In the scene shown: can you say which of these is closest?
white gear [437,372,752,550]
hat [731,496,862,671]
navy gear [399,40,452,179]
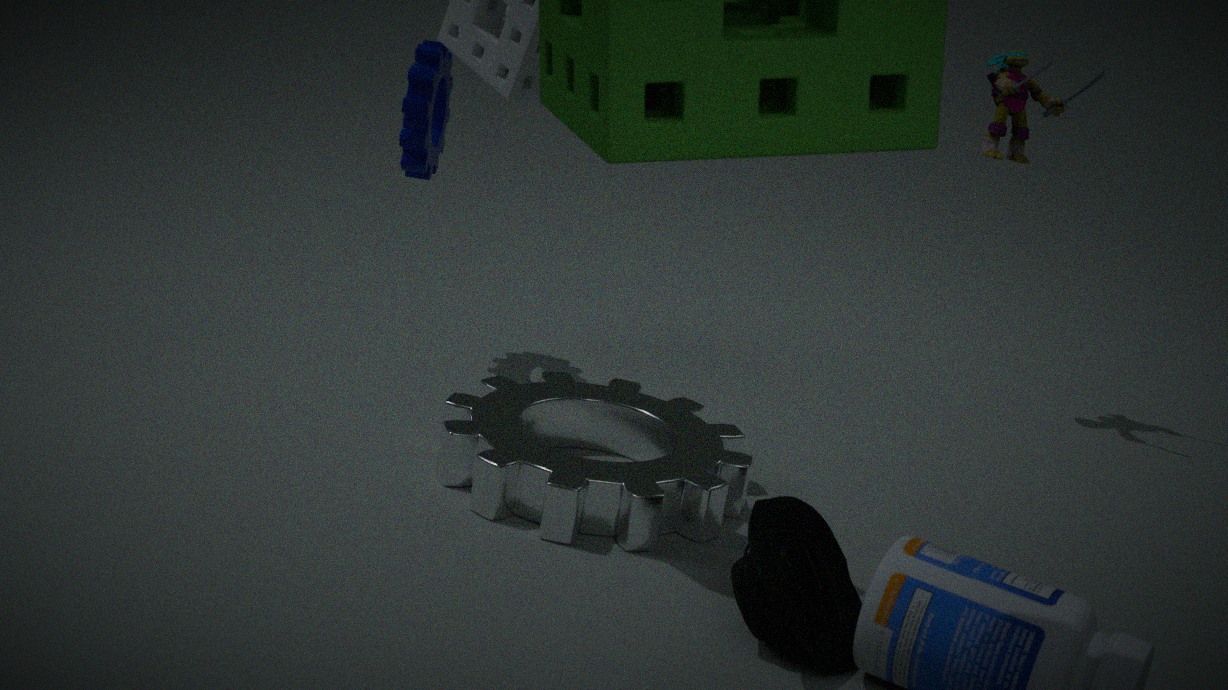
hat [731,496,862,671]
